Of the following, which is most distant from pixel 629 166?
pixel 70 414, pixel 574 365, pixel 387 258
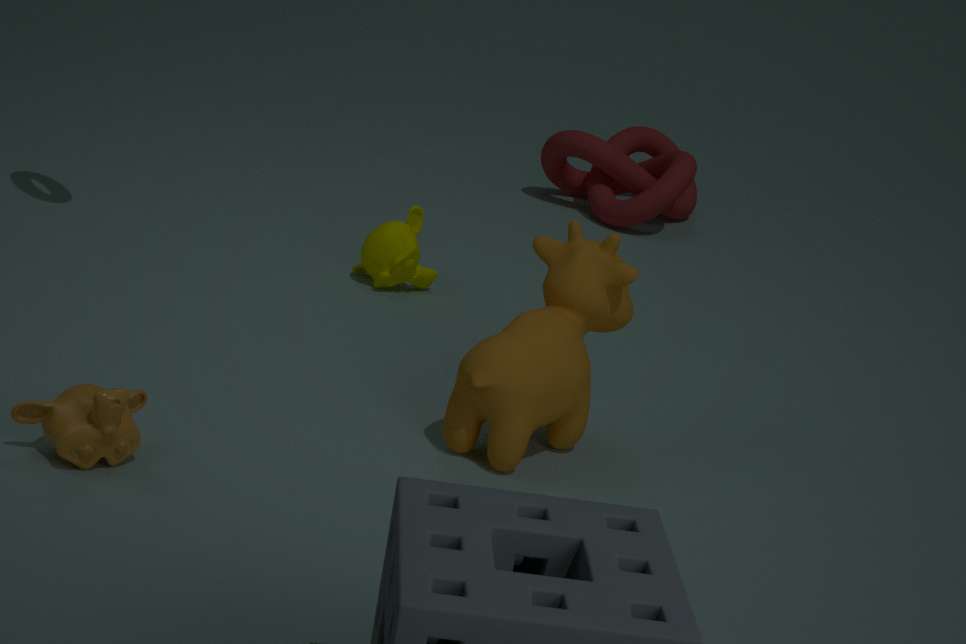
pixel 70 414
